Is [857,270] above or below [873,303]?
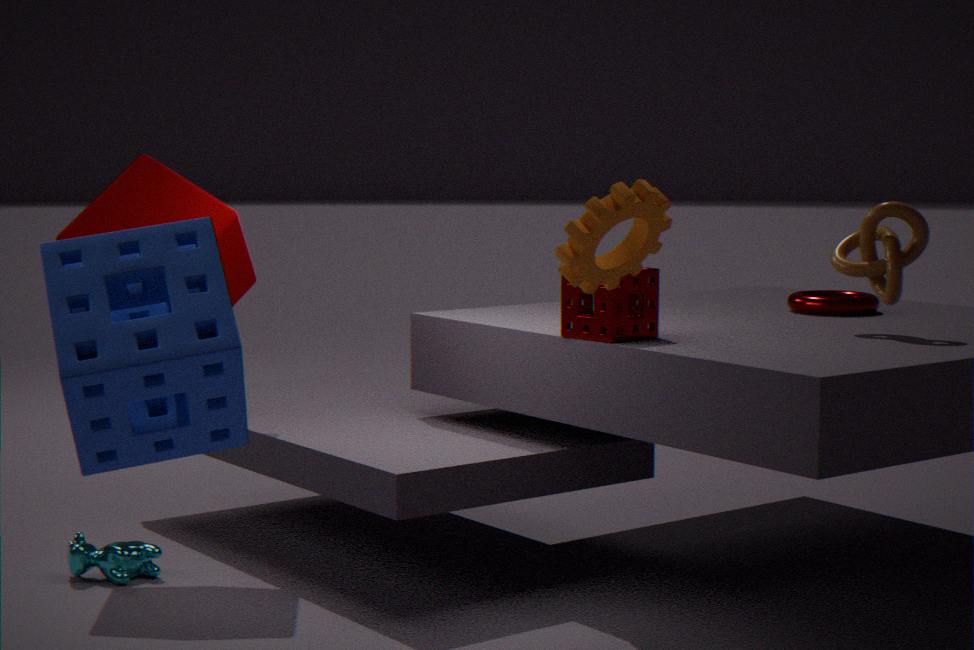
above
